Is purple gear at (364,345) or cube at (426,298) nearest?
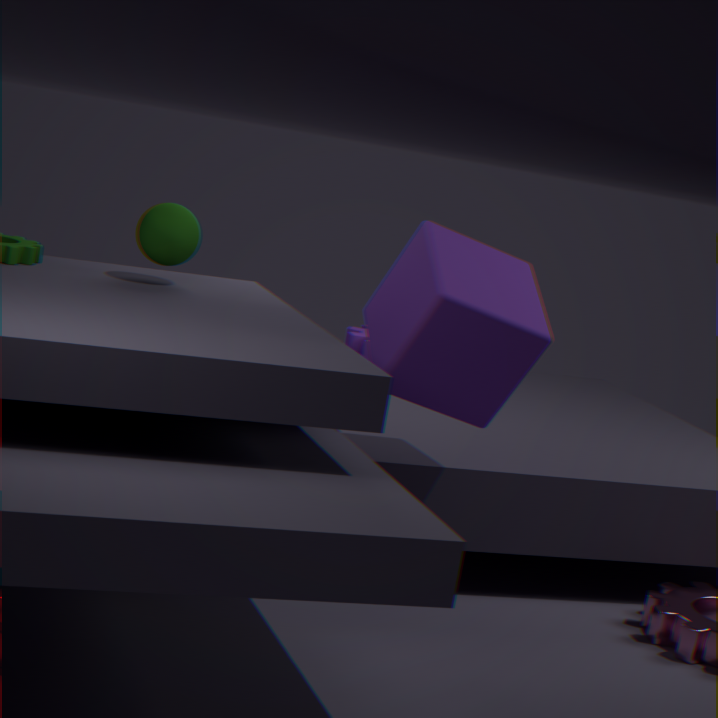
cube at (426,298)
